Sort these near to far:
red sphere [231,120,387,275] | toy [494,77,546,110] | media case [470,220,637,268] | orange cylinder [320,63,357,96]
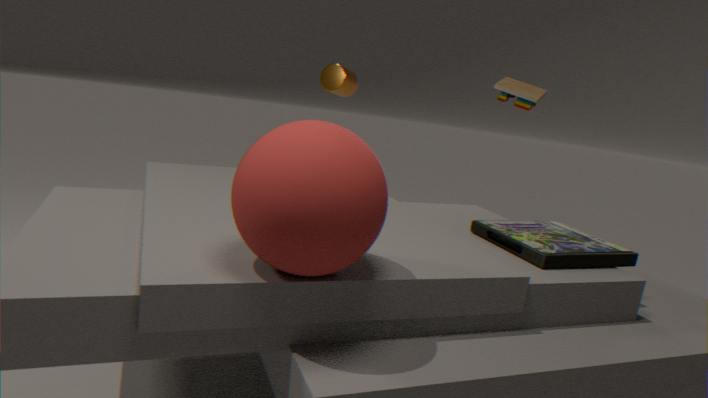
1. red sphere [231,120,387,275]
2. media case [470,220,637,268]
3. toy [494,77,546,110]
4. orange cylinder [320,63,357,96]
